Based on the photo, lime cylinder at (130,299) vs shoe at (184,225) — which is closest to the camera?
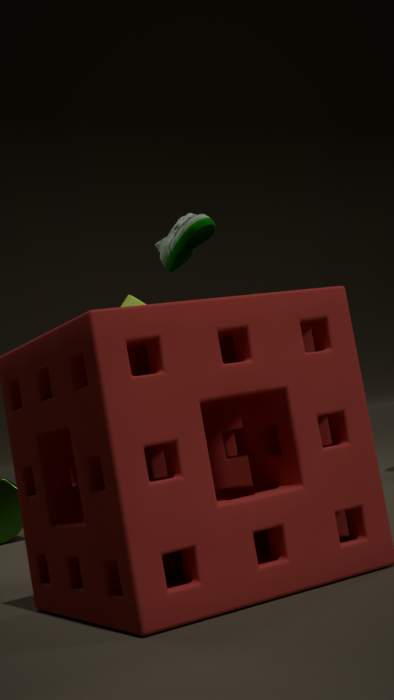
shoe at (184,225)
